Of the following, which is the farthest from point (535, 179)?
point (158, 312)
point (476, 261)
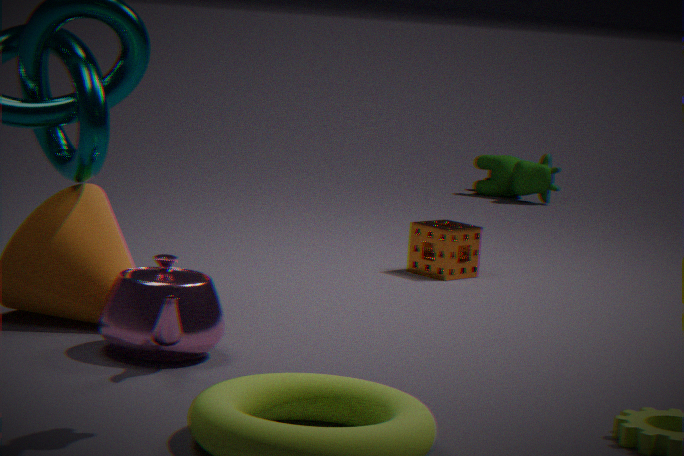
point (158, 312)
